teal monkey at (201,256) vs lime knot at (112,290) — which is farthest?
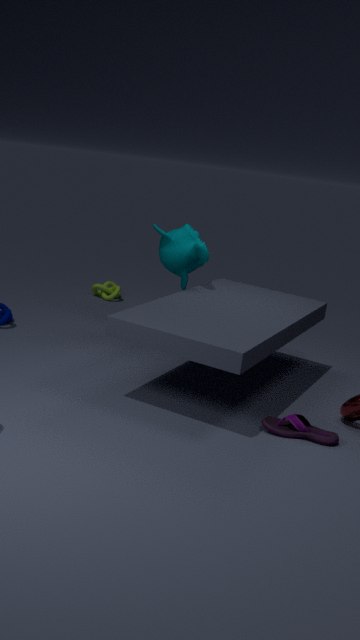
lime knot at (112,290)
